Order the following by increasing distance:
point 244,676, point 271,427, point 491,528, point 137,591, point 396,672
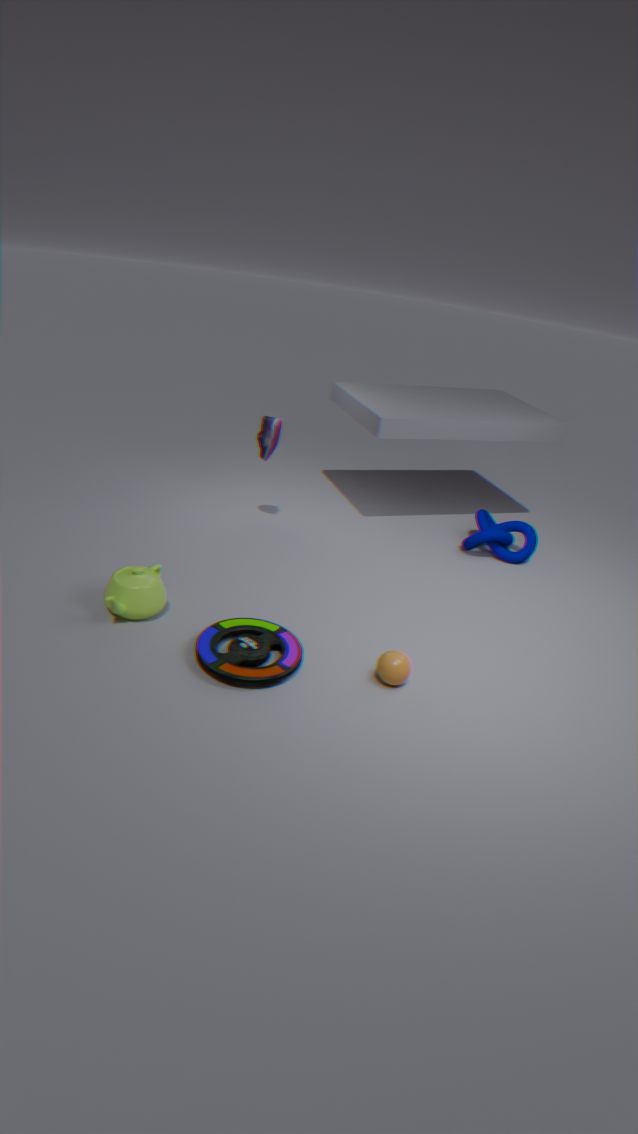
point 244,676
point 396,672
point 137,591
point 271,427
point 491,528
